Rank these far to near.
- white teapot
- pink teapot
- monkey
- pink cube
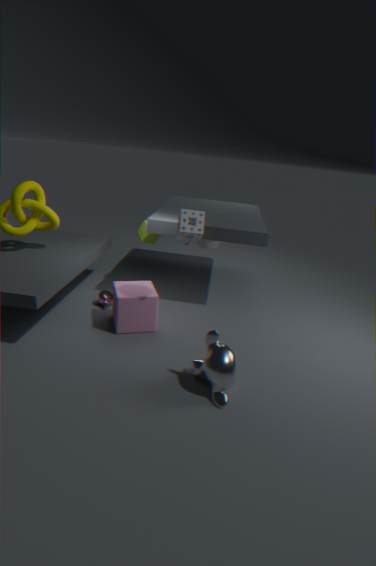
white teapot < pink teapot < pink cube < monkey
